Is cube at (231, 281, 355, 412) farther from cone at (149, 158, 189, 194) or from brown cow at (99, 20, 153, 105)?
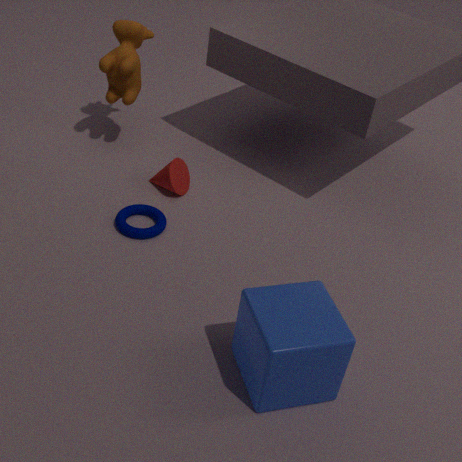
brown cow at (99, 20, 153, 105)
